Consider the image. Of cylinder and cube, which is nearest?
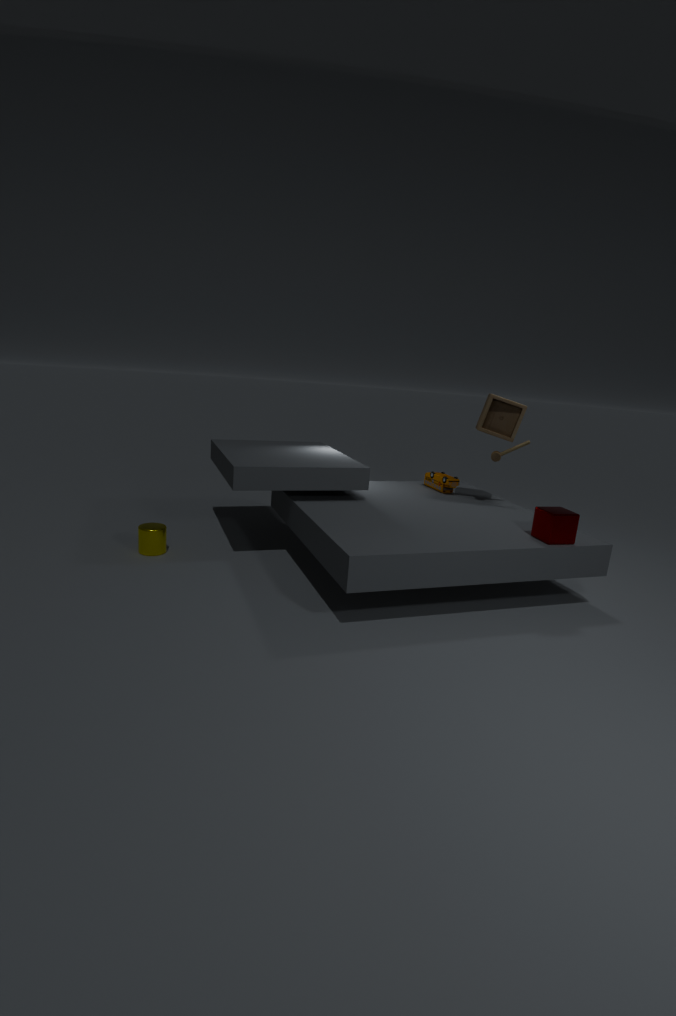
cube
